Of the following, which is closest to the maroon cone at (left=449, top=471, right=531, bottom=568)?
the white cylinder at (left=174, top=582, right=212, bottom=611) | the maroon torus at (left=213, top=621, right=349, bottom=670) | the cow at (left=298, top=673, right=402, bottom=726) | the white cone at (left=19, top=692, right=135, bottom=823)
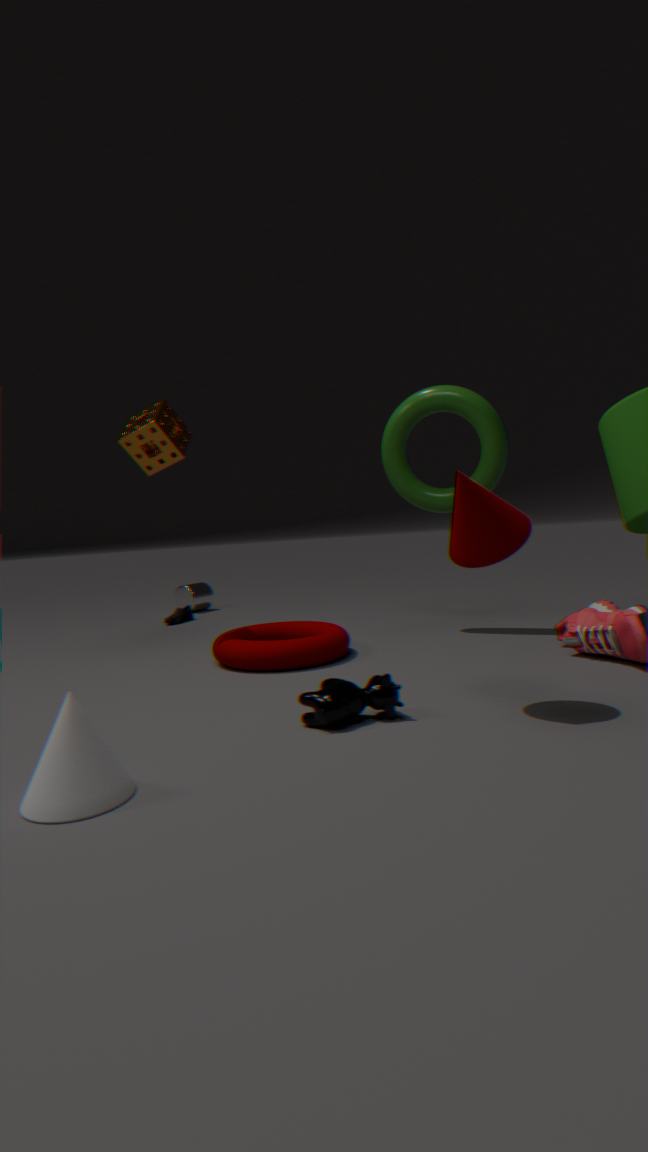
the cow at (left=298, top=673, right=402, bottom=726)
